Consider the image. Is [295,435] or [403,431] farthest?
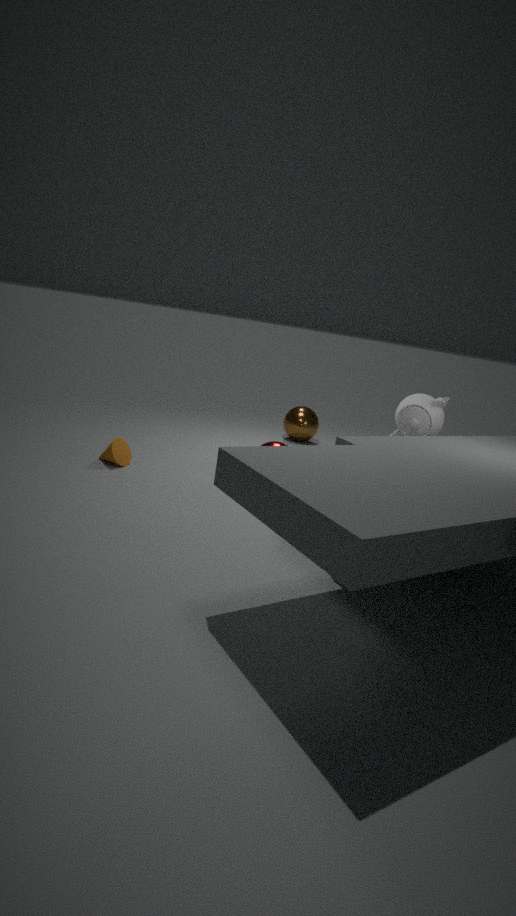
[295,435]
